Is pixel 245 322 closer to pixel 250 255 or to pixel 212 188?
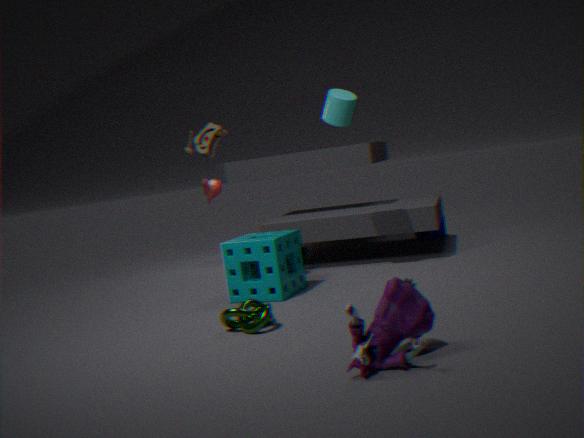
pixel 250 255
